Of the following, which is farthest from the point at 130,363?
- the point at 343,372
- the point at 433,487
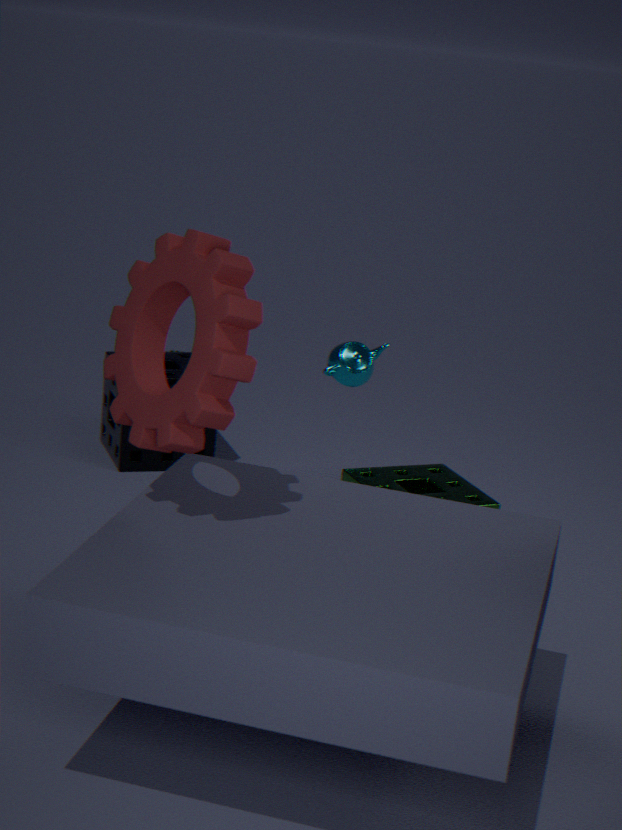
the point at 343,372
